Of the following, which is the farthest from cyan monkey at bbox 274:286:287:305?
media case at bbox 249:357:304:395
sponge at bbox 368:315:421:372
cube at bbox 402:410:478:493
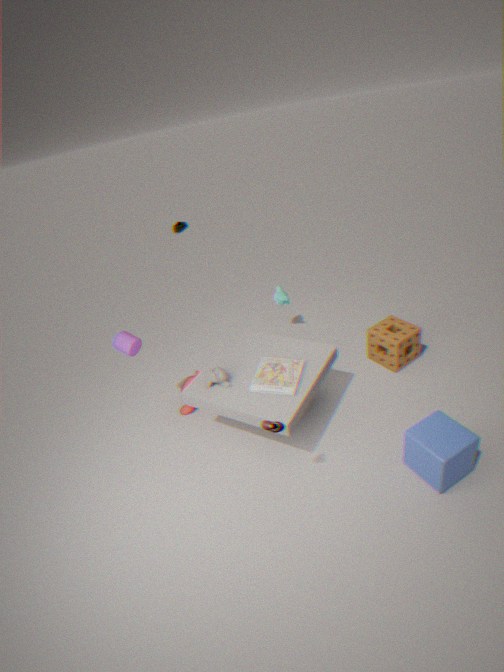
cube at bbox 402:410:478:493
